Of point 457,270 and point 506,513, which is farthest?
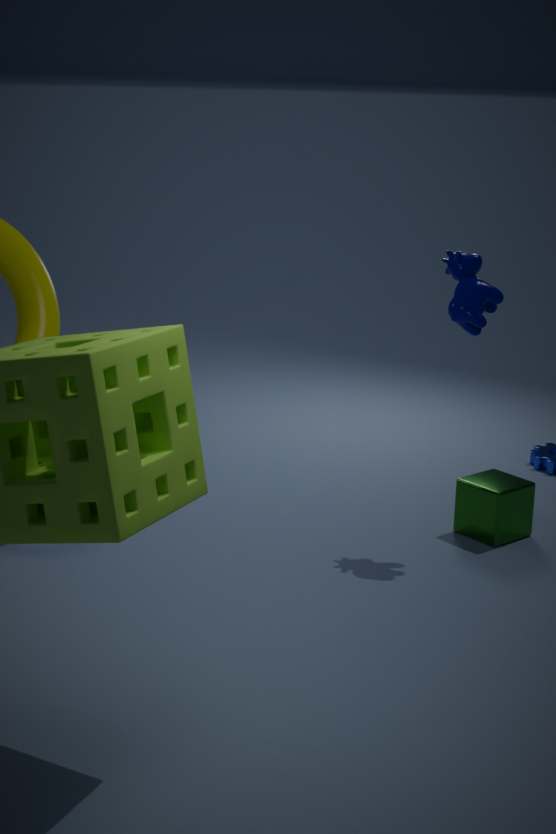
point 506,513
